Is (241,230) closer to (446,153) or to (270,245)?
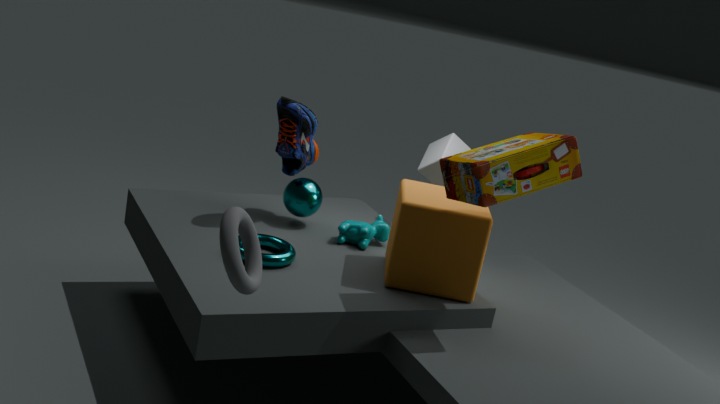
(270,245)
